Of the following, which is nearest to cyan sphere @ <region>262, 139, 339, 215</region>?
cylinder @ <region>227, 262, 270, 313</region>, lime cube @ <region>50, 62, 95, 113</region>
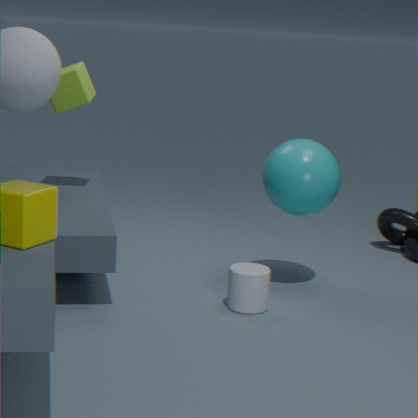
cylinder @ <region>227, 262, 270, 313</region>
